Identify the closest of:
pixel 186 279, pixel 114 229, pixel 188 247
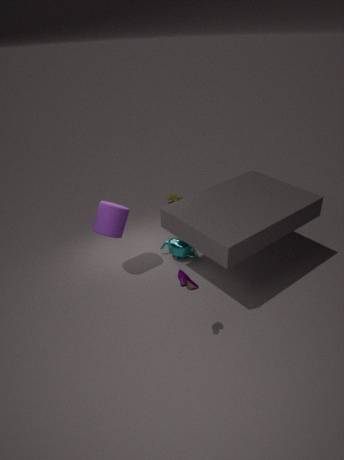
pixel 186 279
